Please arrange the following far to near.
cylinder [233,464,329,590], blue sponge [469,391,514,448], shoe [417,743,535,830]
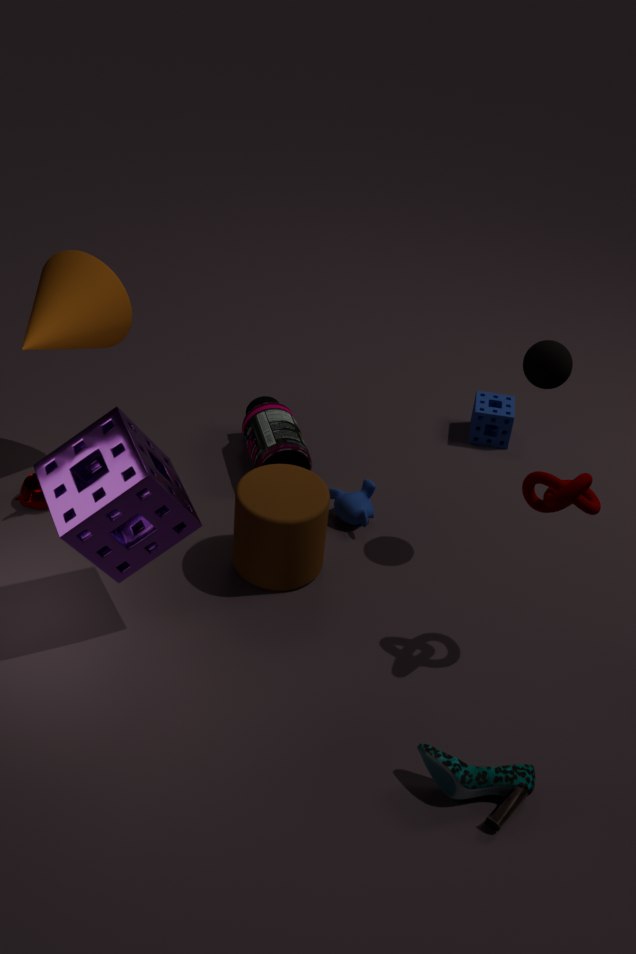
blue sponge [469,391,514,448] < cylinder [233,464,329,590] < shoe [417,743,535,830]
